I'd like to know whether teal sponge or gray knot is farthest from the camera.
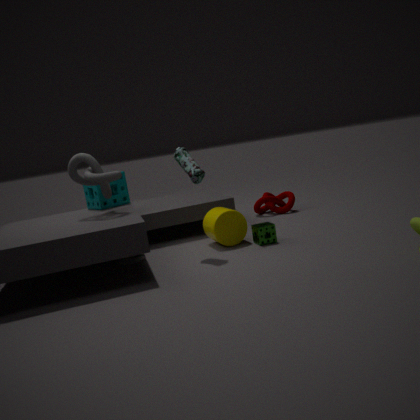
teal sponge
